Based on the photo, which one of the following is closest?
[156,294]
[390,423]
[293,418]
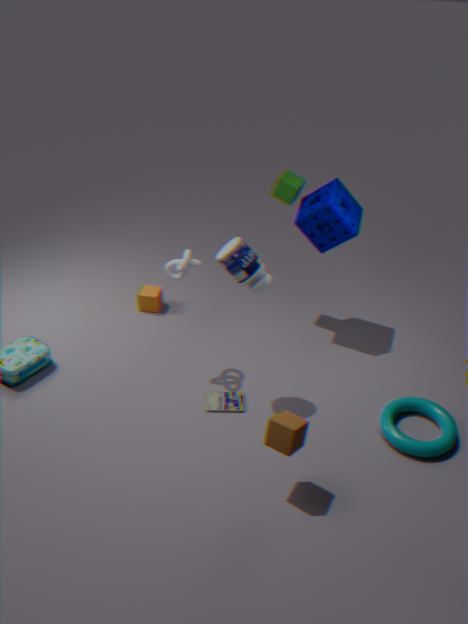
[293,418]
